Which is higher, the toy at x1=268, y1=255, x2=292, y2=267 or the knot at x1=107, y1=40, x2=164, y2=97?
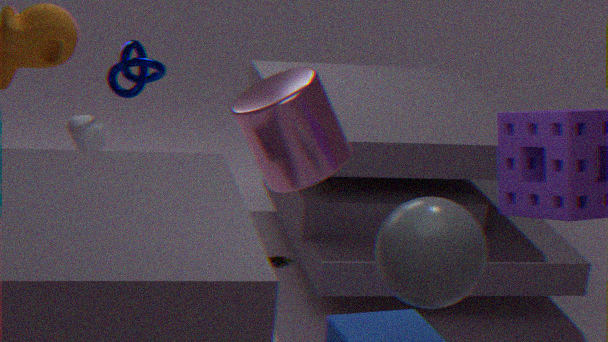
the knot at x1=107, y1=40, x2=164, y2=97
